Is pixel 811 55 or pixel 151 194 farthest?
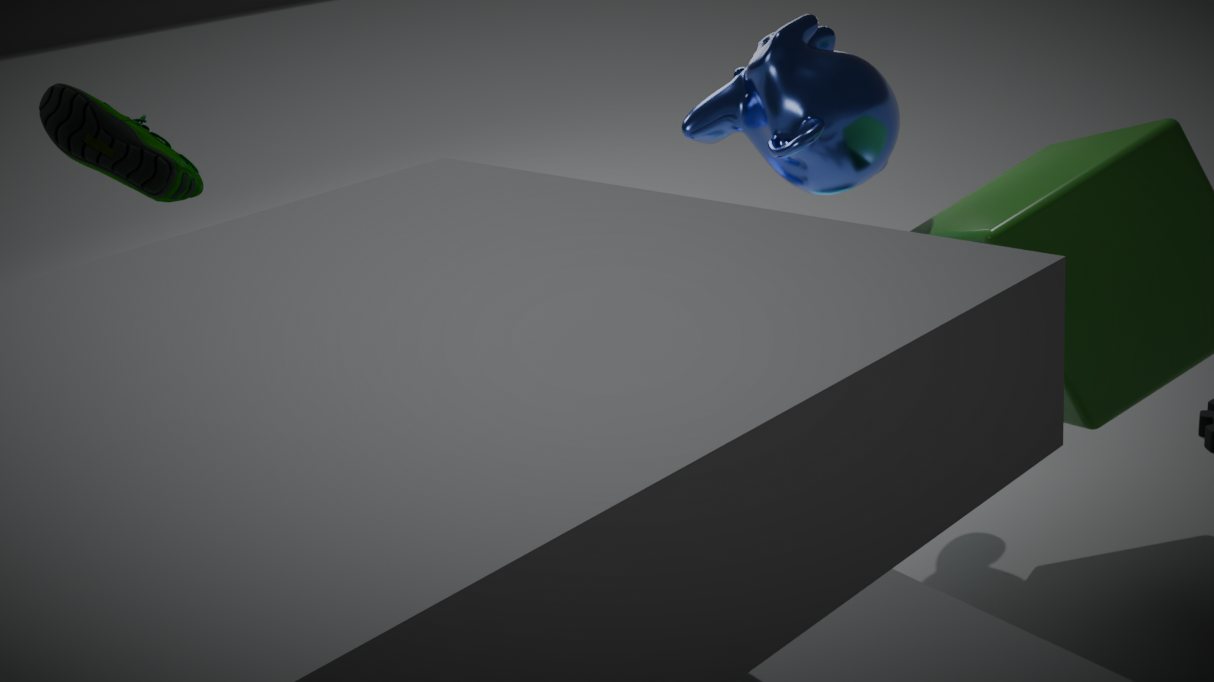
pixel 811 55
